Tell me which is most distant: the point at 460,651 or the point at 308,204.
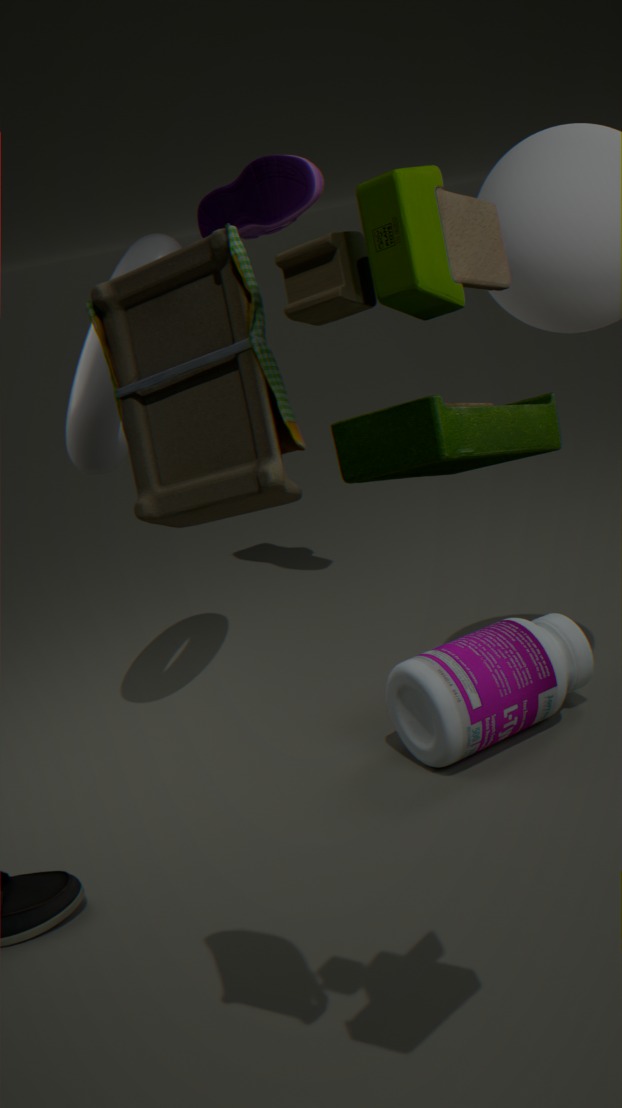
the point at 308,204
